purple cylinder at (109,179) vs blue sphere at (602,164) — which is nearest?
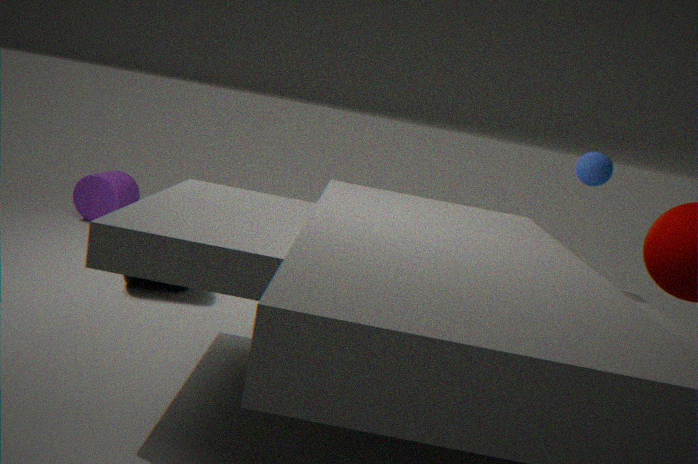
blue sphere at (602,164)
